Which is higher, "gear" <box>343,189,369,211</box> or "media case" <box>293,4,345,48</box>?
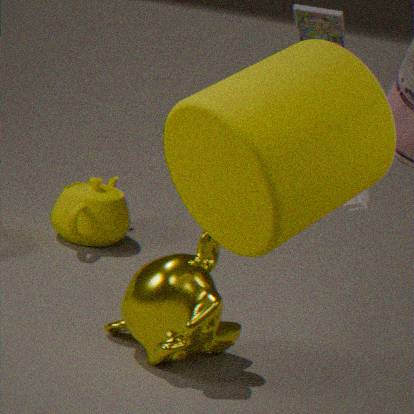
"media case" <box>293,4,345,48</box>
